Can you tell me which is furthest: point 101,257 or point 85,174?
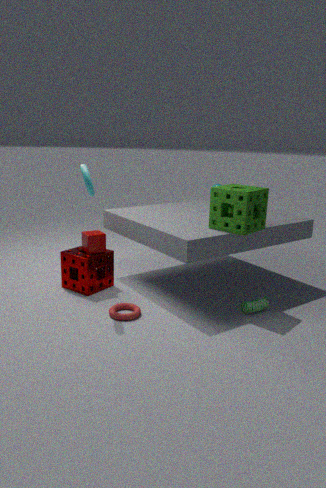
point 101,257
